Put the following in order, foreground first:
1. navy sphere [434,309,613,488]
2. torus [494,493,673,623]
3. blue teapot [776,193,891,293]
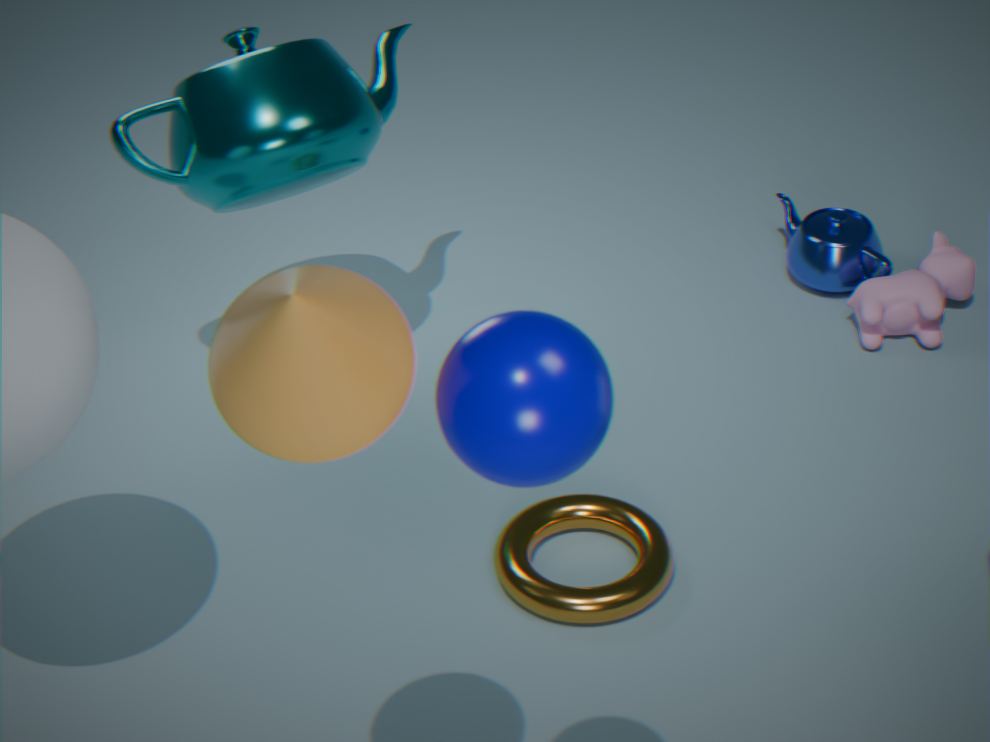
navy sphere [434,309,613,488], torus [494,493,673,623], blue teapot [776,193,891,293]
